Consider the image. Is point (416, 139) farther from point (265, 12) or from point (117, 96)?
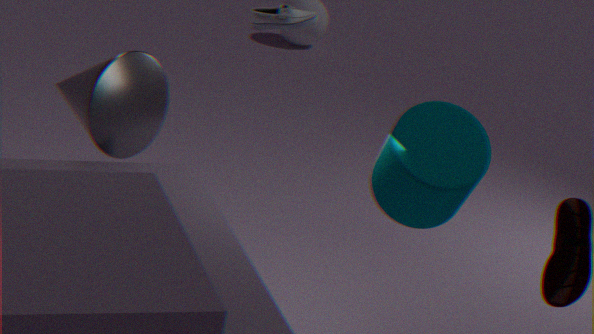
point (117, 96)
